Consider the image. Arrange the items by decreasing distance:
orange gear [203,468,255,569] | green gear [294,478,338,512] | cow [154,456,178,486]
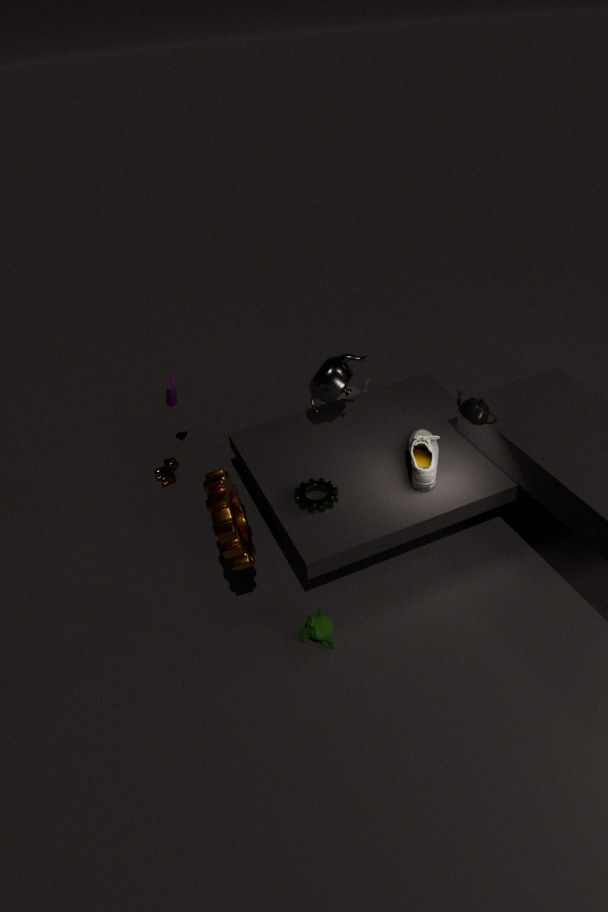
cow [154,456,178,486], green gear [294,478,338,512], orange gear [203,468,255,569]
